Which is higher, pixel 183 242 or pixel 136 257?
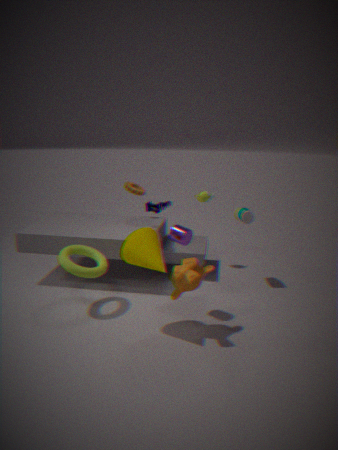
pixel 183 242
